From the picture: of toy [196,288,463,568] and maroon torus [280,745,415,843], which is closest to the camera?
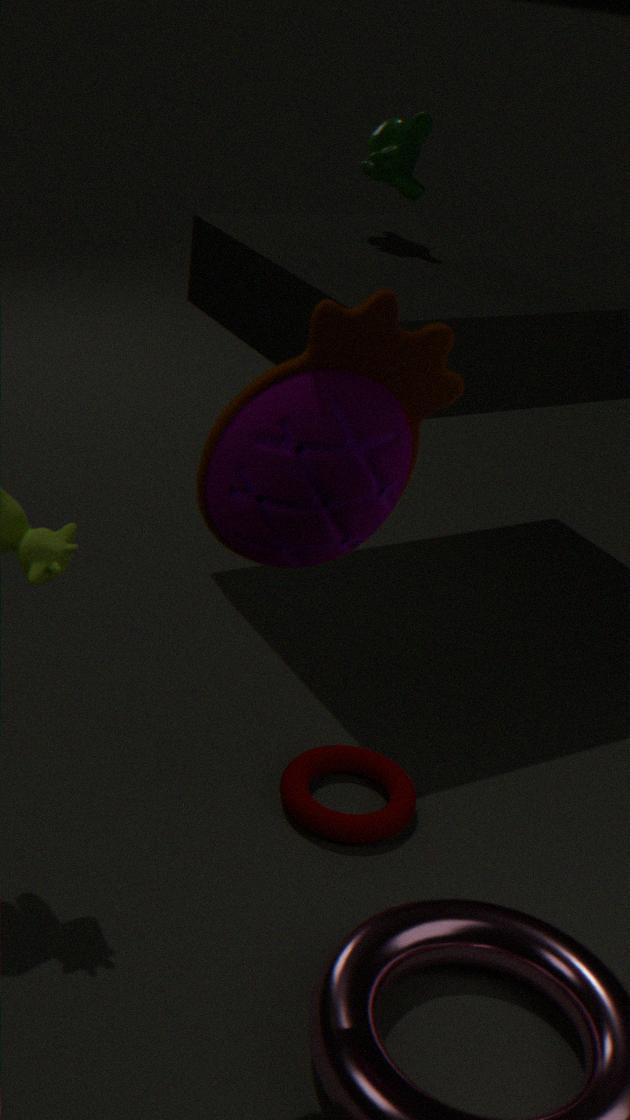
toy [196,288,463,568]
